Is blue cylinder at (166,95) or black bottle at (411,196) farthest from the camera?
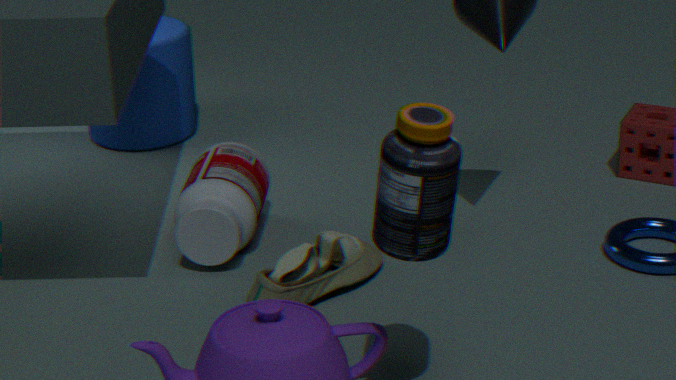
blue cylinder at (166,95)
